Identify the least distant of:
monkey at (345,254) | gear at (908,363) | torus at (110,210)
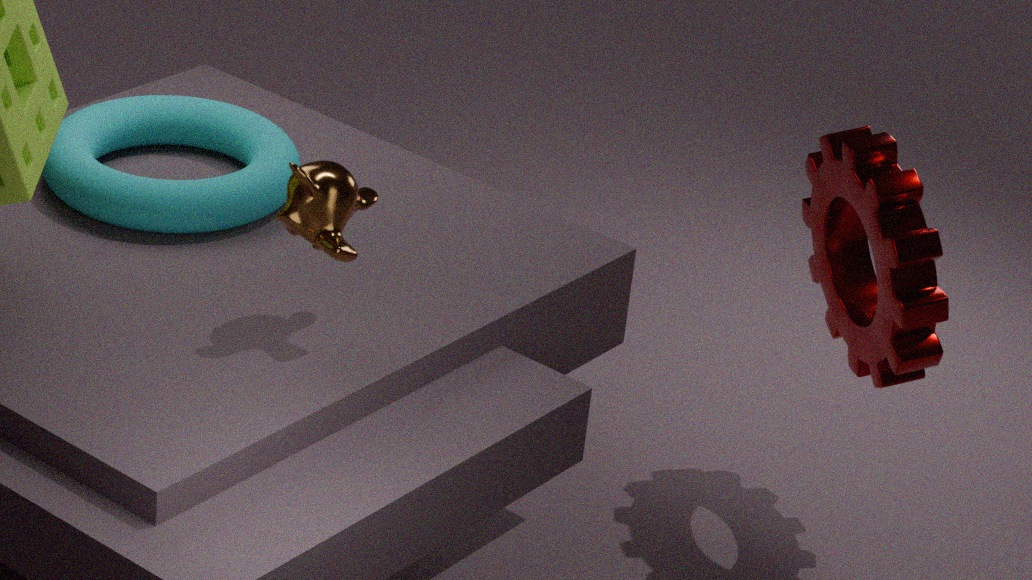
monkey at (345,254)
